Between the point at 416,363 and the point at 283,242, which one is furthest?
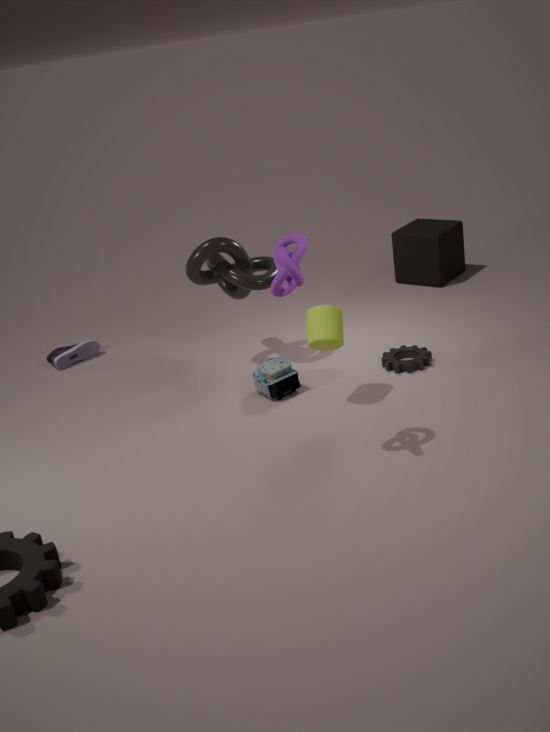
the point at 416,363
